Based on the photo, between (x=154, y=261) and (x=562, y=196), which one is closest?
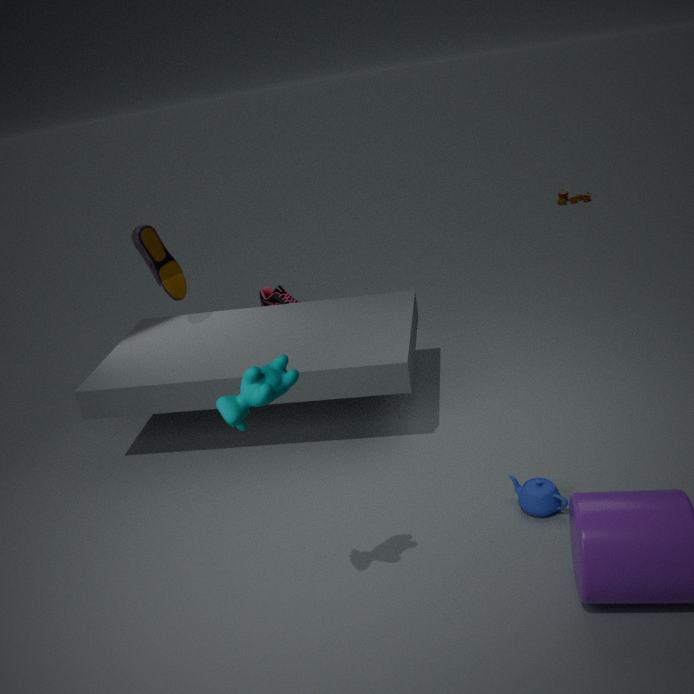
(x=154, y=261)
